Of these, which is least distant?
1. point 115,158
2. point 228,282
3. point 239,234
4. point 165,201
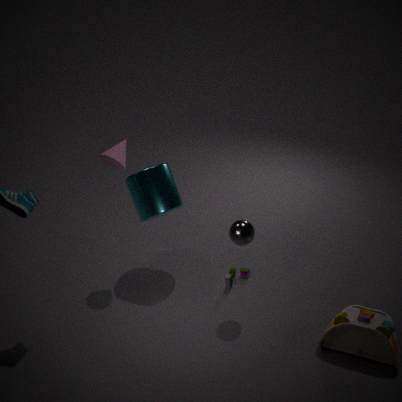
point 239,234
